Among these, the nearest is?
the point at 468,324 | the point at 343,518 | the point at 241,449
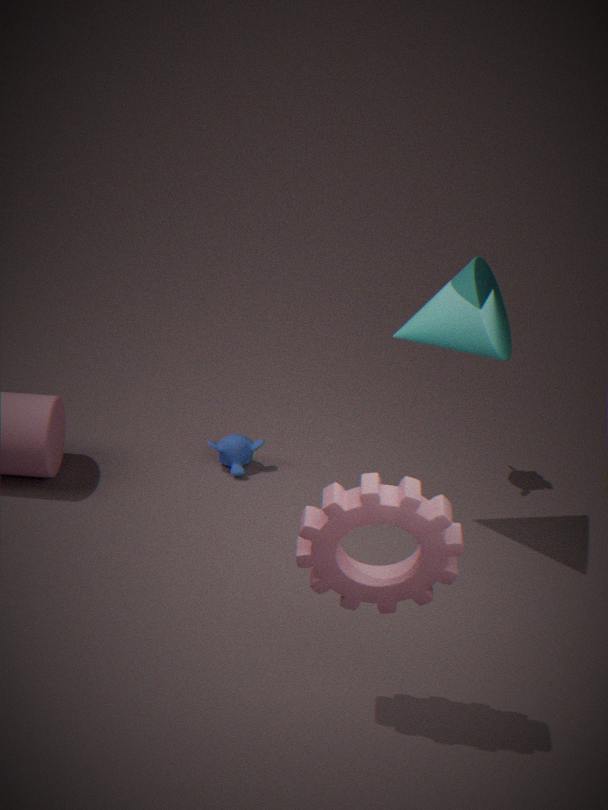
the point at 343,518
